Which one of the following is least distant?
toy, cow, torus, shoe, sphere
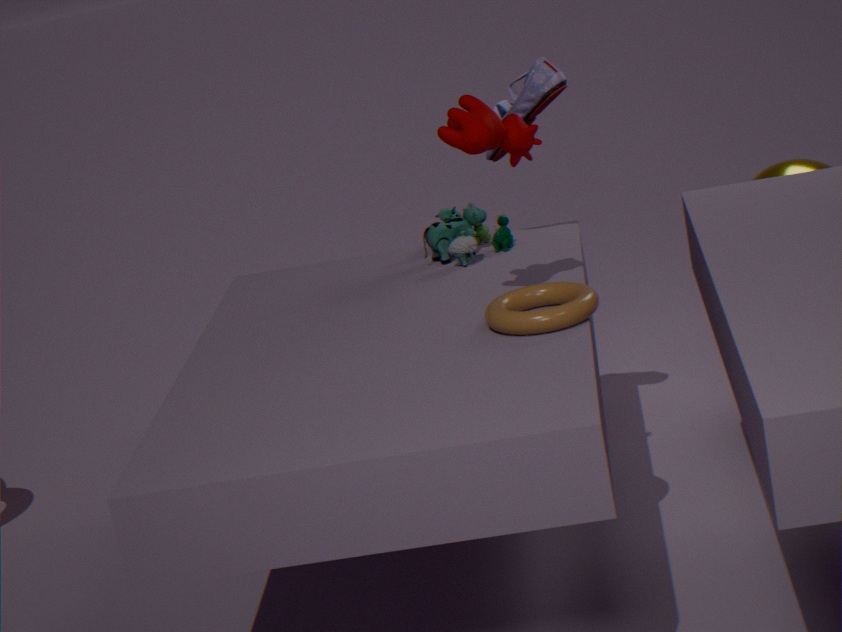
torus
